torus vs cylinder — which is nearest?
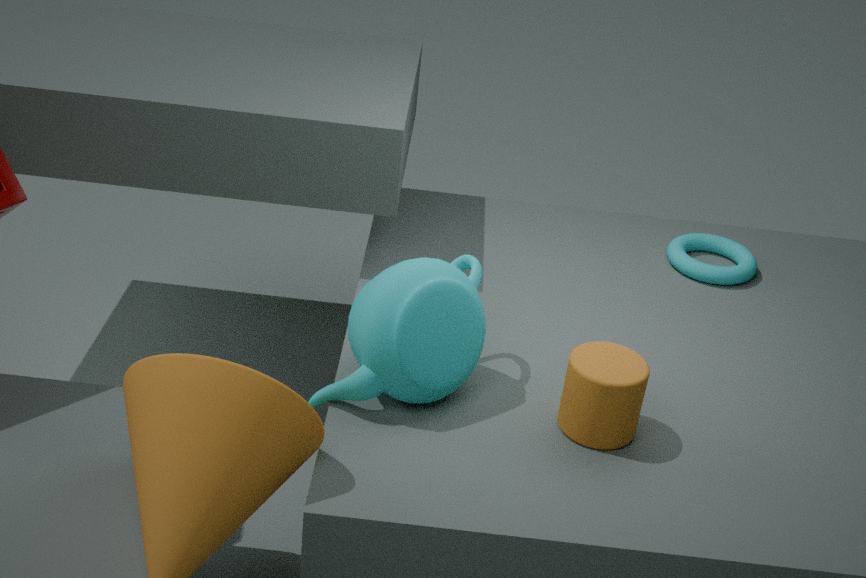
cylinder
